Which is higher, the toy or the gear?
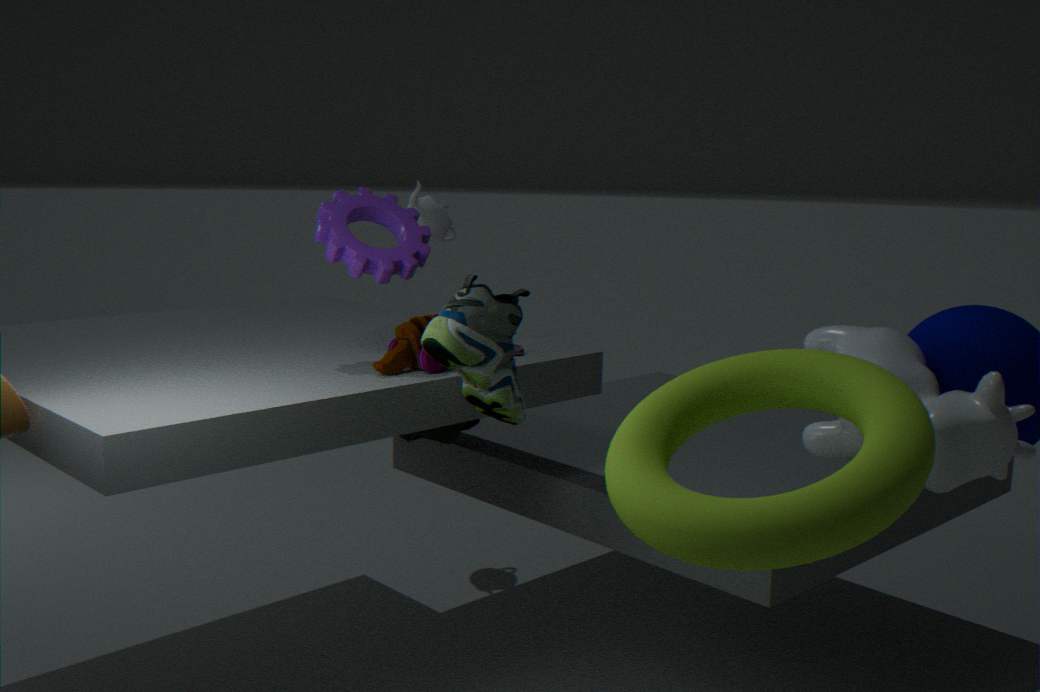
the gear
